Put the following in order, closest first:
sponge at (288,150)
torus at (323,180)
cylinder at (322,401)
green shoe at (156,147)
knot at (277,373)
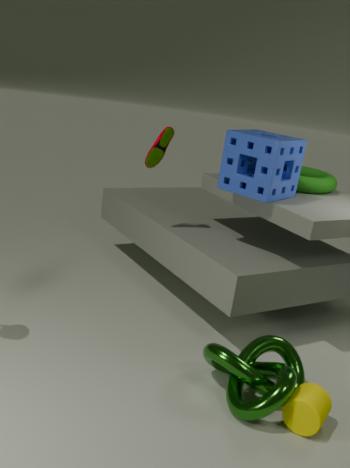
cylinder at (322,401), knot at (277,373), sponge at (288,150), green shoe at (156,147), torus at (323,180)
